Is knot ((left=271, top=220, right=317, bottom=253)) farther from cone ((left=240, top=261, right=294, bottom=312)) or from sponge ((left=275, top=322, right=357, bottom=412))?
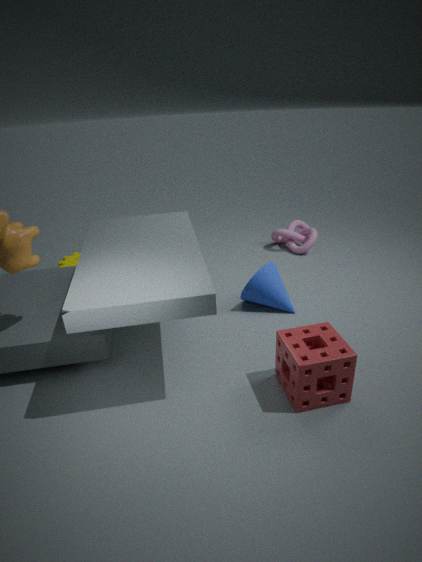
sponge ((left=275, top=322, right=357, bottom=412))
